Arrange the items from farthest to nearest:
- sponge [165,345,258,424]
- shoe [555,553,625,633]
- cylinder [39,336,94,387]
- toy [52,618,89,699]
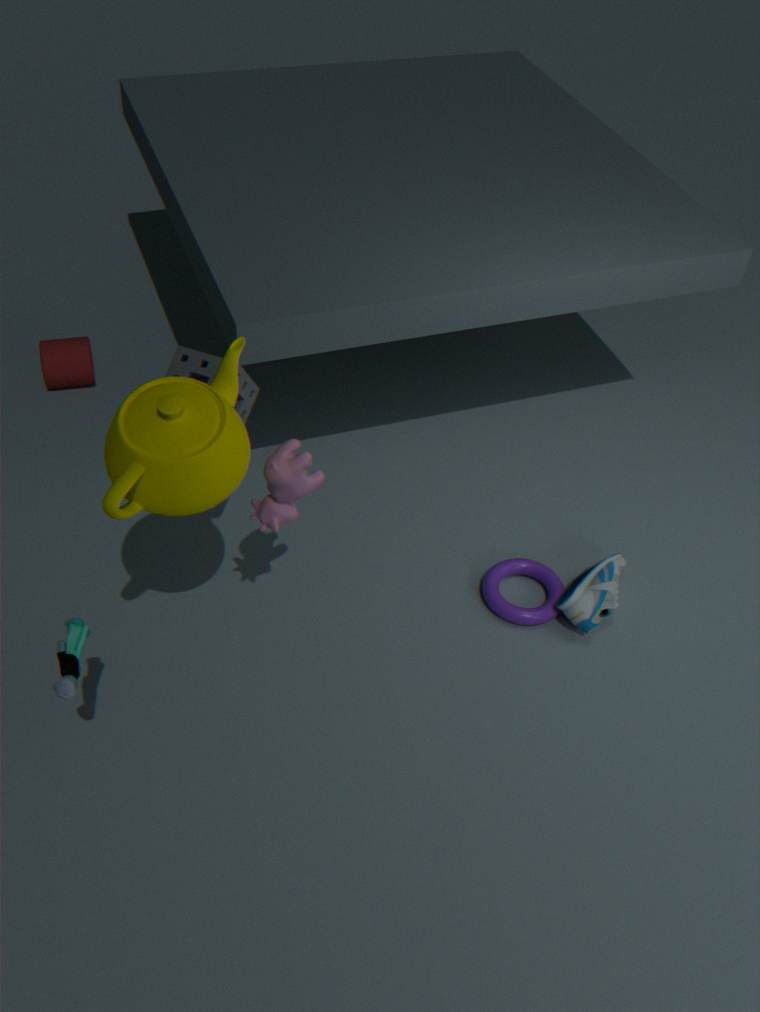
cylinder [39,336,94,387]
shoe [555,553,625,633]
sponge [165,345,258,424]
toy [52,618,89,699]
